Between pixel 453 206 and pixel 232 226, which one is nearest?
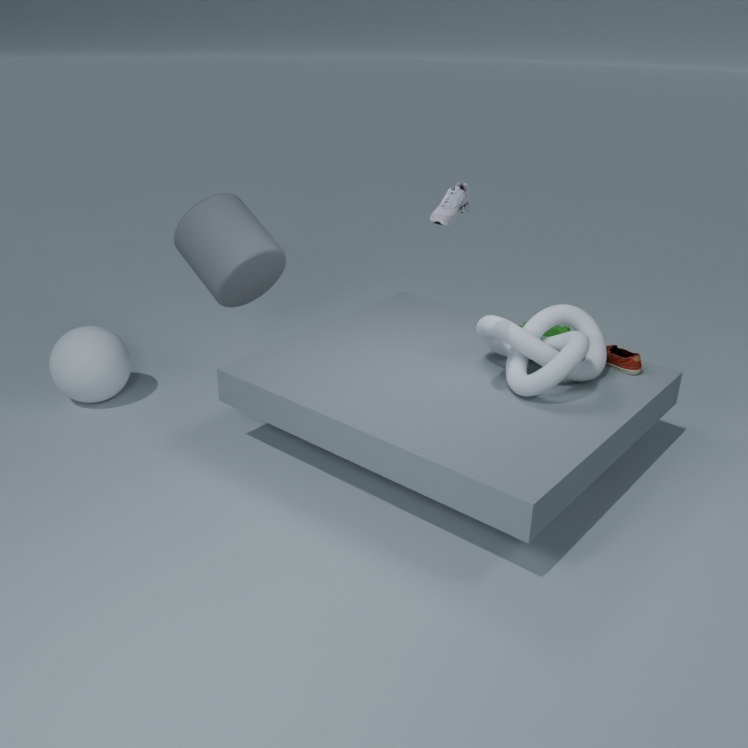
pixel 453 206
